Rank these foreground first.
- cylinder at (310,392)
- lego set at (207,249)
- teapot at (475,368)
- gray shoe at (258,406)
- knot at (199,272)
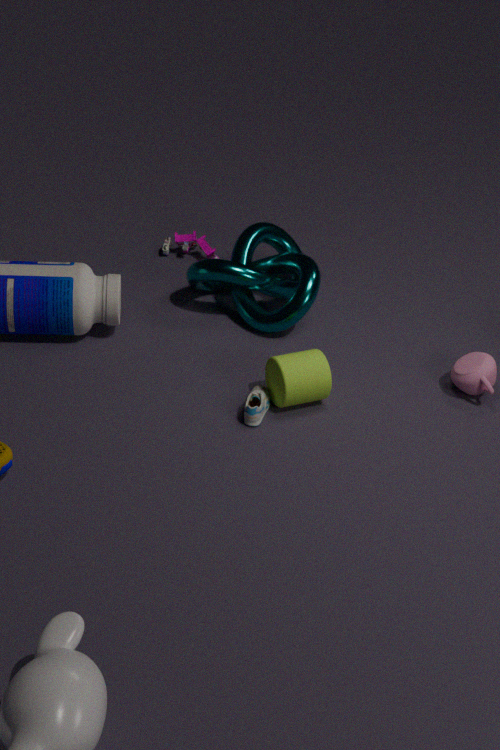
gray shoe at (258,406) → cylinder at (310,392) → teapot at (475,368) → knot at (199,272) → lego set at (207,249)
